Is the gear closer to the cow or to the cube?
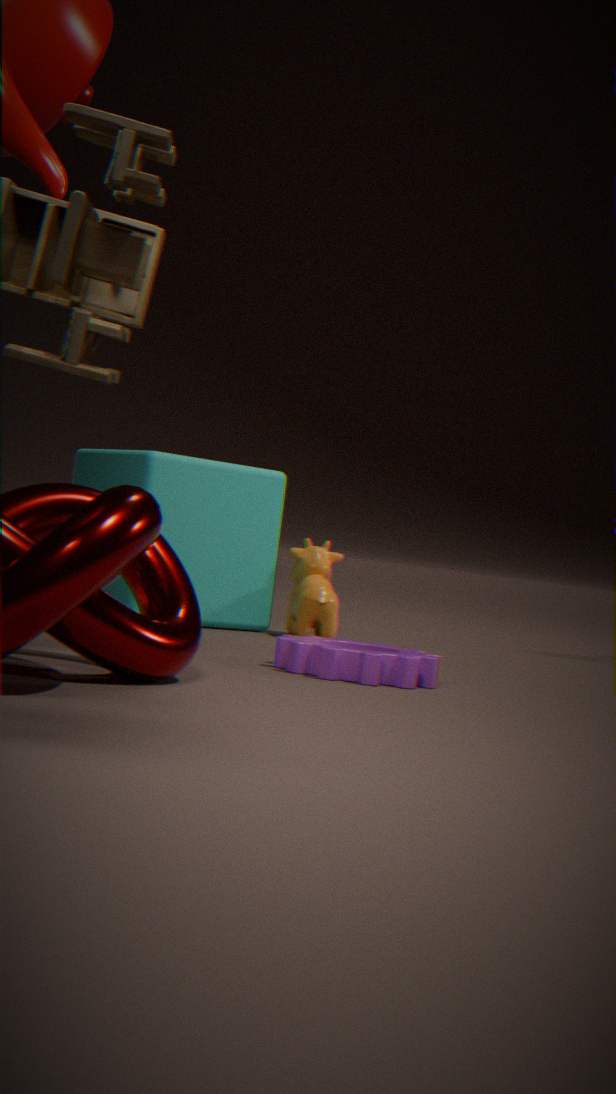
the cow
